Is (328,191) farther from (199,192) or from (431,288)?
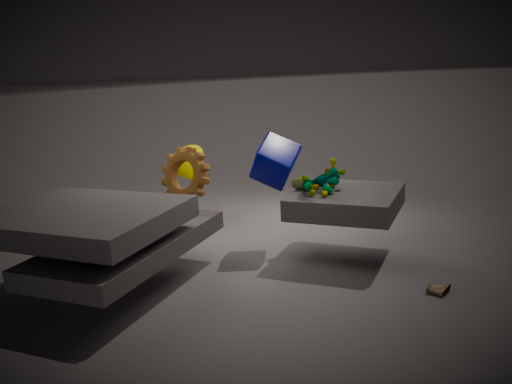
(431,288)
